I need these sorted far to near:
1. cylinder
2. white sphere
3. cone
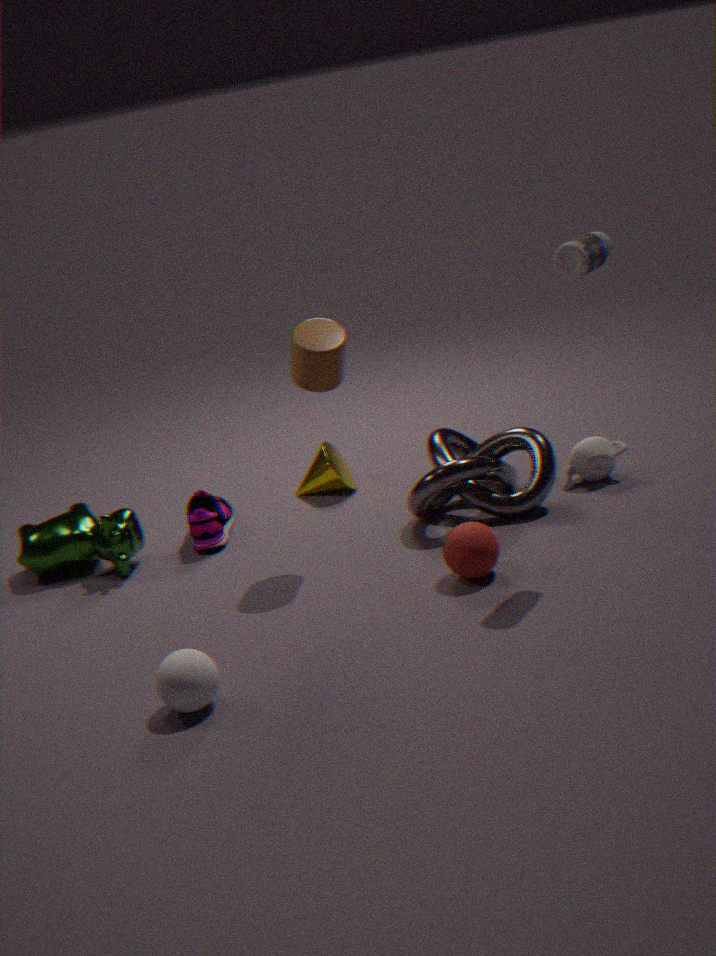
cone < cylinder < white sphere
